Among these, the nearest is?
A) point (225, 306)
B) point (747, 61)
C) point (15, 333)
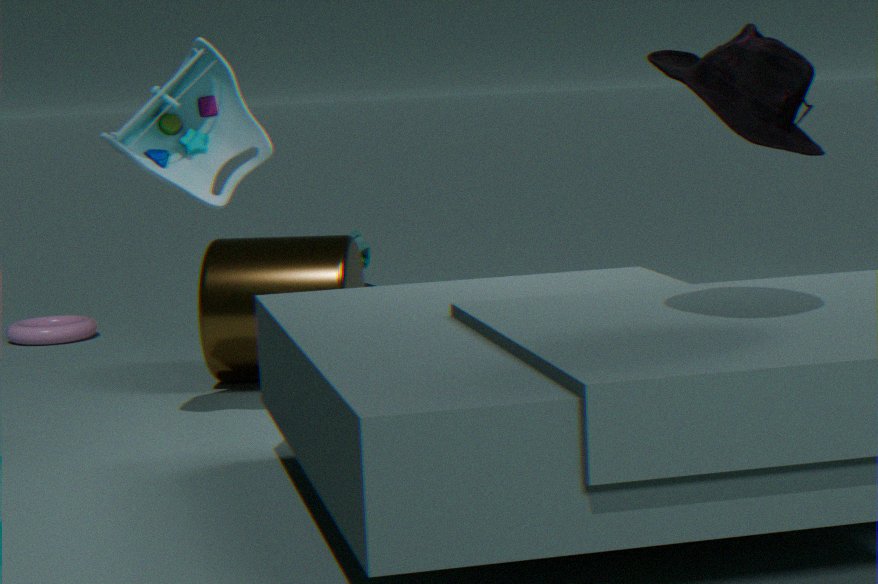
point (747, 61)
